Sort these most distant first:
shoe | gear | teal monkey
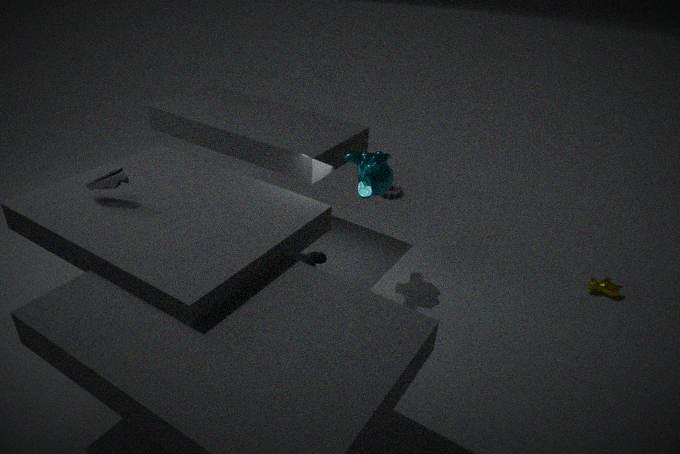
gear, teal monkey, shoe
